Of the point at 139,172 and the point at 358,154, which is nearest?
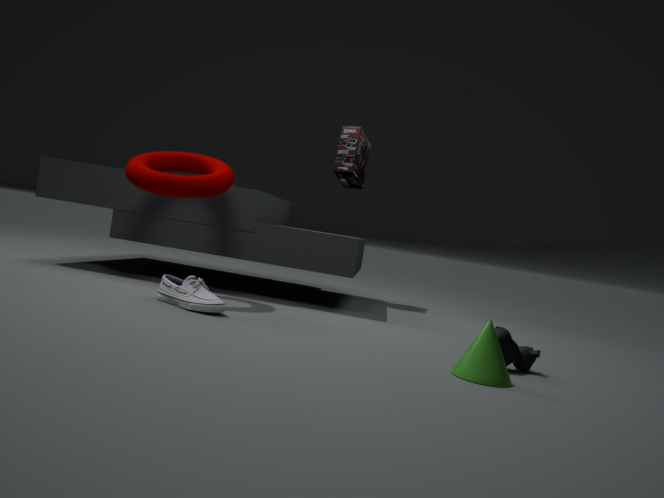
the point at 139,172
